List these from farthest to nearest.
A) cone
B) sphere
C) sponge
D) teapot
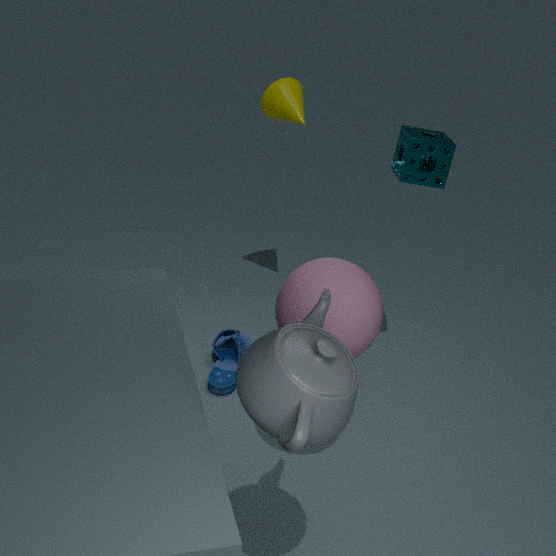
cone
sponge
sphere
teapot
